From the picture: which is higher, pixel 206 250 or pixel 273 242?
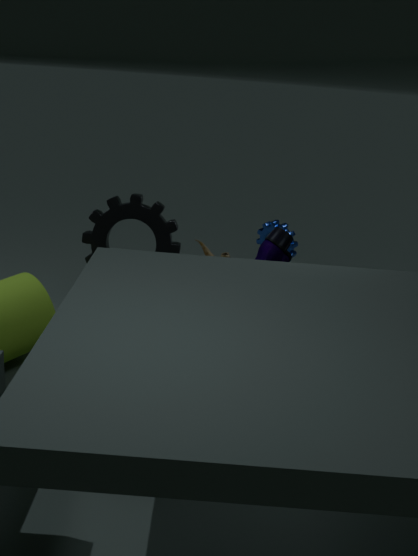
pixel 273 242
